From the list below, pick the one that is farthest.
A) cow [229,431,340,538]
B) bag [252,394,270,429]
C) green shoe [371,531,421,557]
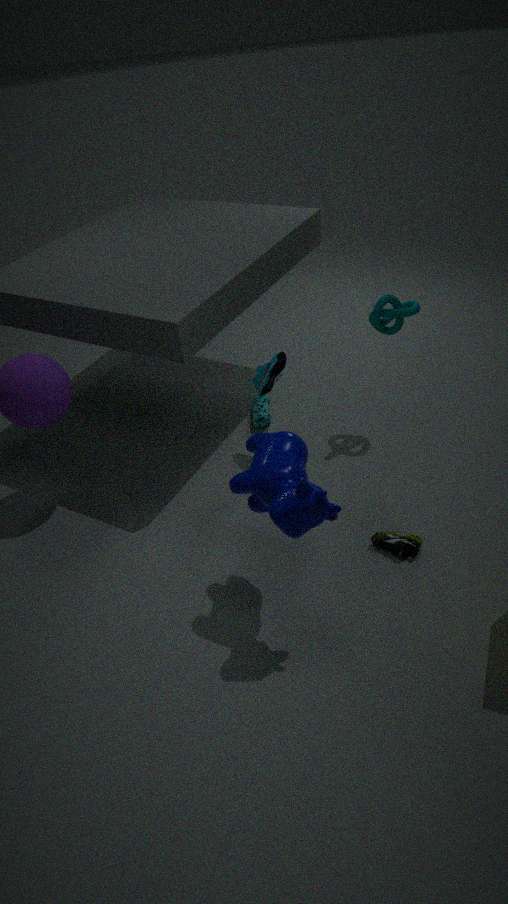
bag [252,394,270,429]
